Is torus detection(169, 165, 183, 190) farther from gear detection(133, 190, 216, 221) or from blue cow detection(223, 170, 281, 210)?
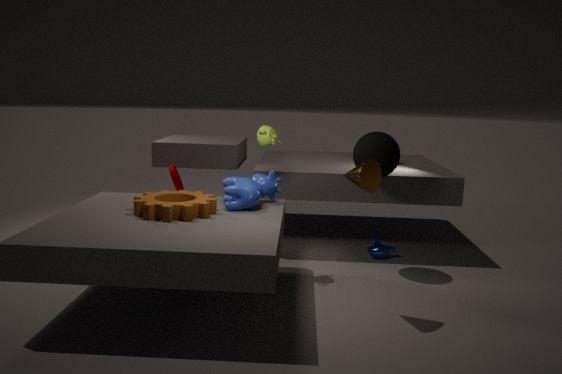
blue cow detection(223, 170, 281, 210)
